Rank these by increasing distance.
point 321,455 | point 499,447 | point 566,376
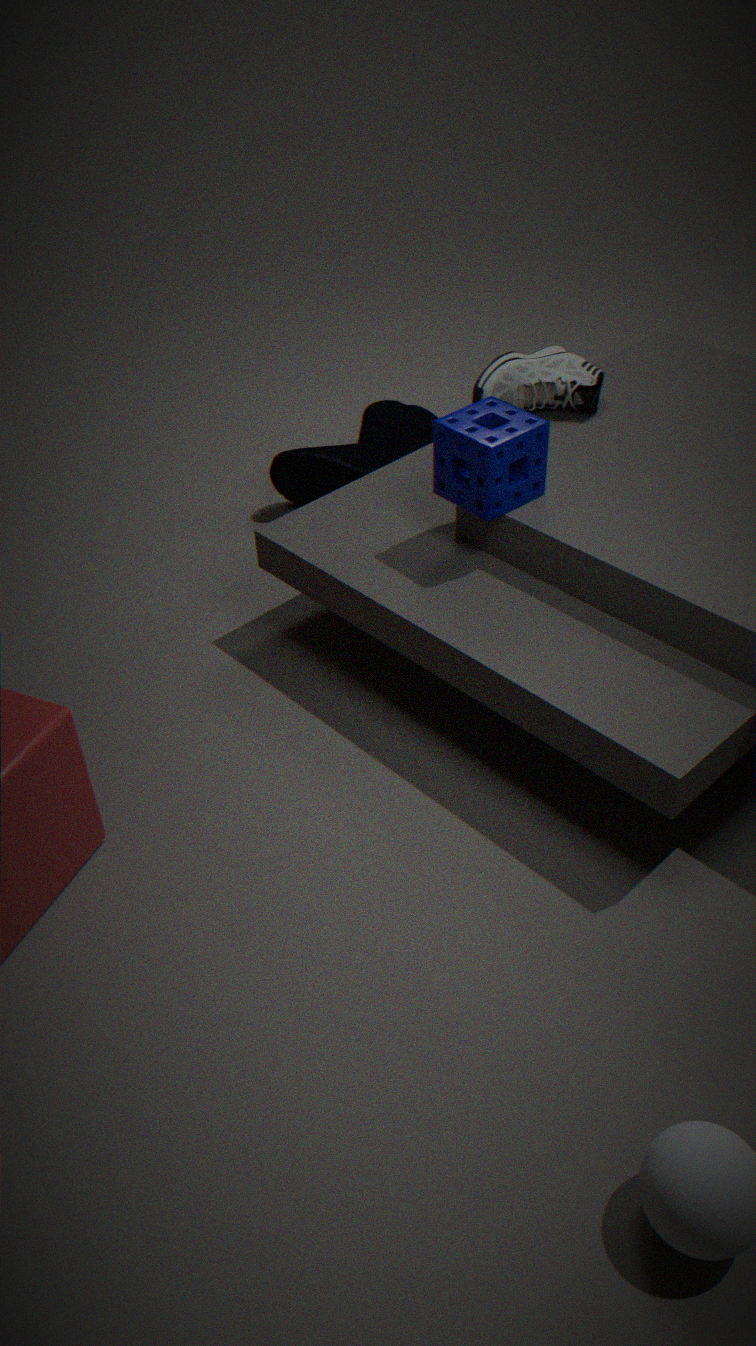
point 499,447
point 566,376
point 321,455
